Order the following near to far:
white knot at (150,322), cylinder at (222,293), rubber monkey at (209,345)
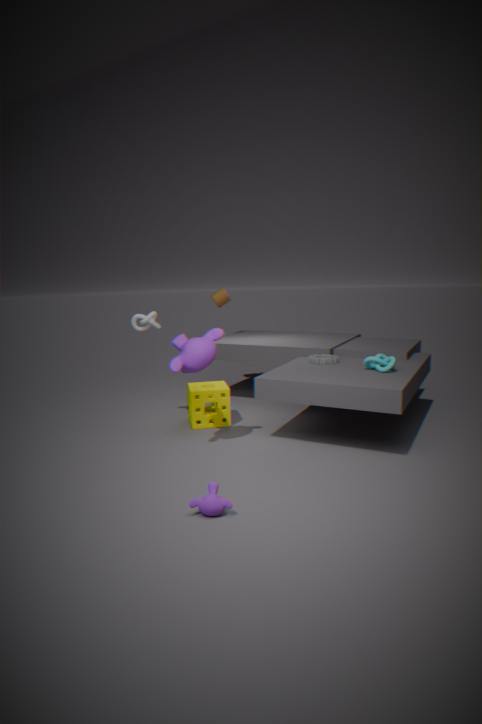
rubber monkey at (209,345) < white knot at (150,322) < cylinder at (222,293)
